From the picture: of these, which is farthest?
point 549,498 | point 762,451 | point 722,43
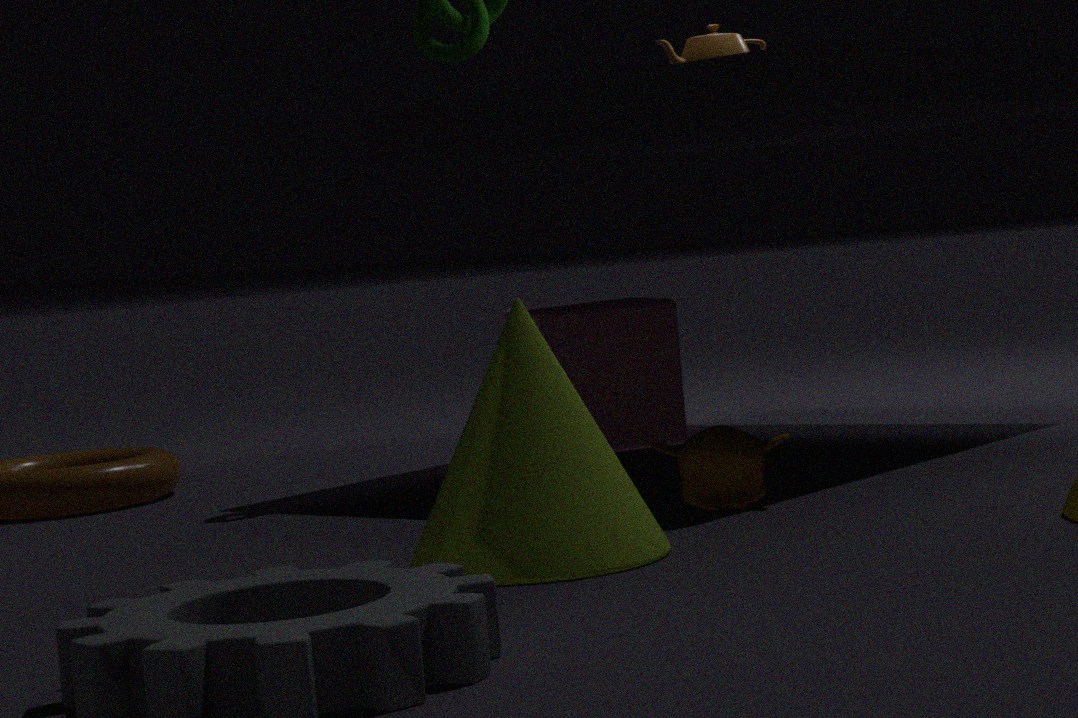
point 722,43
